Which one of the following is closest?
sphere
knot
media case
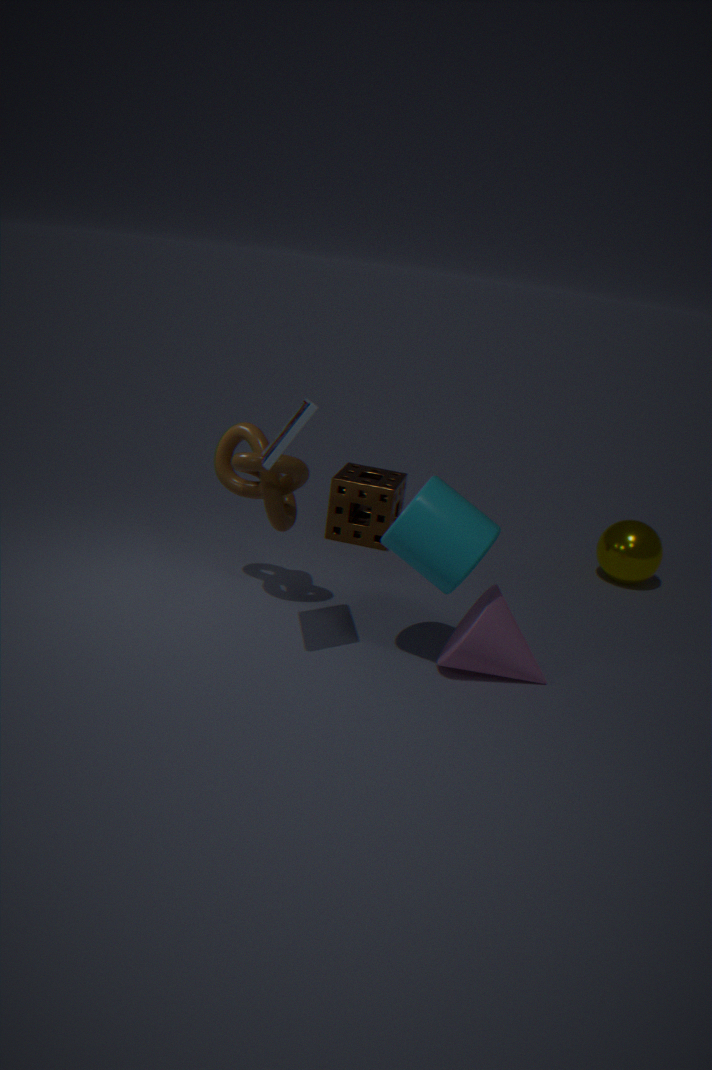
media case
